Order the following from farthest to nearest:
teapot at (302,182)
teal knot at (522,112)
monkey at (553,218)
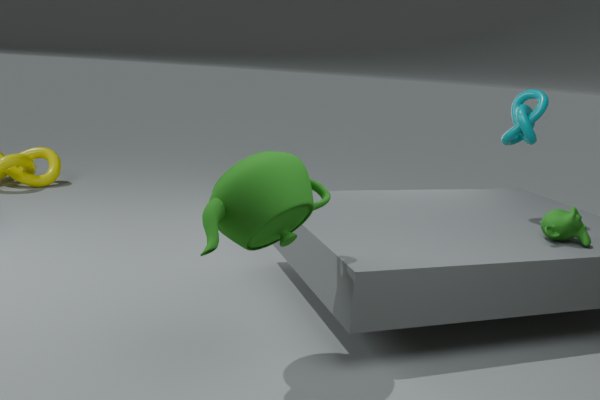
teal knot at (522,112), monkey at (553,218), teapot at (302,182)
